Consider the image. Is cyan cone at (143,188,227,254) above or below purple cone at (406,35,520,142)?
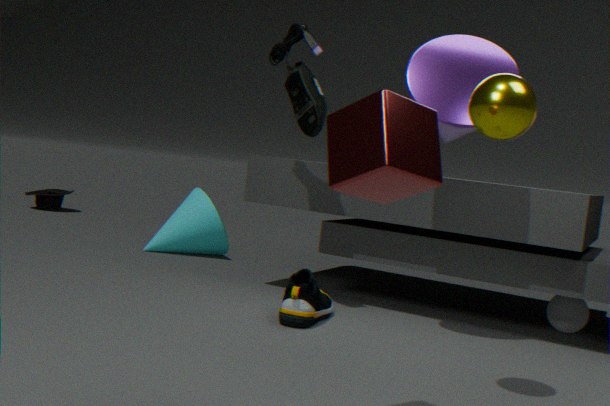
below
